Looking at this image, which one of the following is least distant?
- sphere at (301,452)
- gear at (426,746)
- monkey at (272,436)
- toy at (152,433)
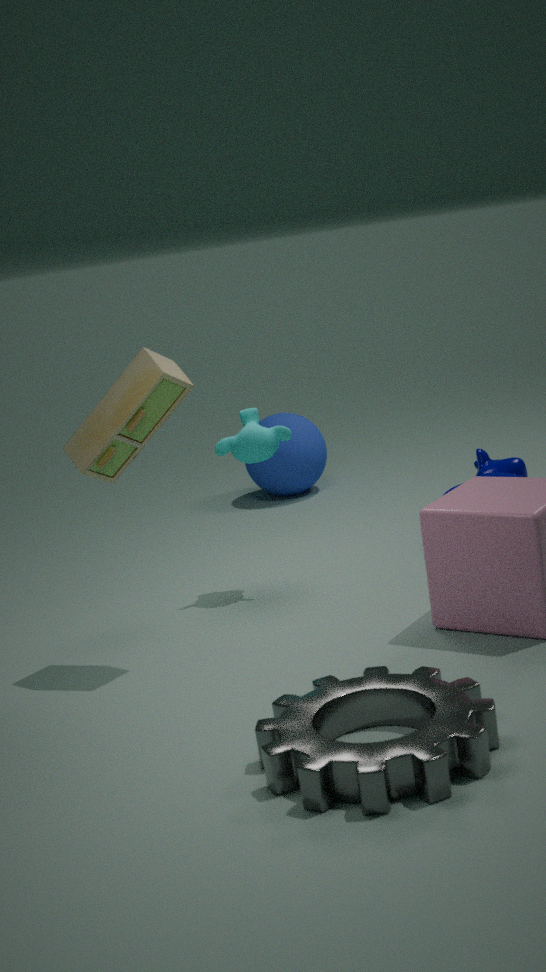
gear at (426,746)
